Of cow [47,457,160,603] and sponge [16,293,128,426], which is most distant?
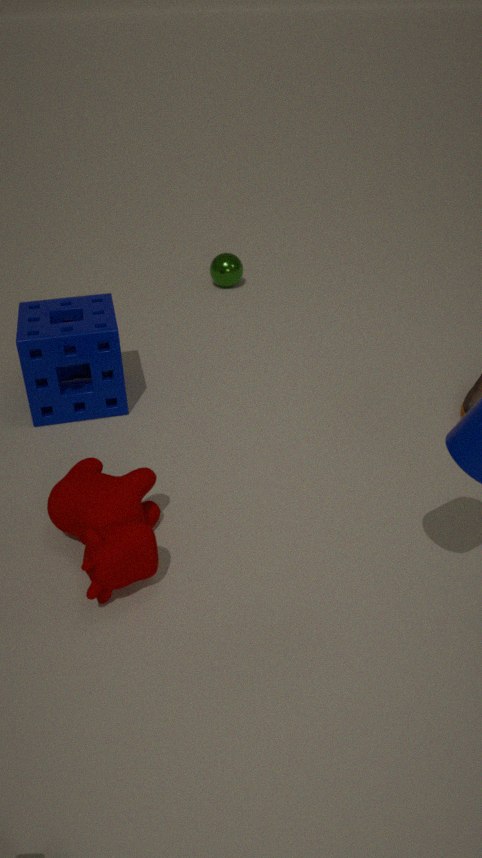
sponge [16,293,128,426]
